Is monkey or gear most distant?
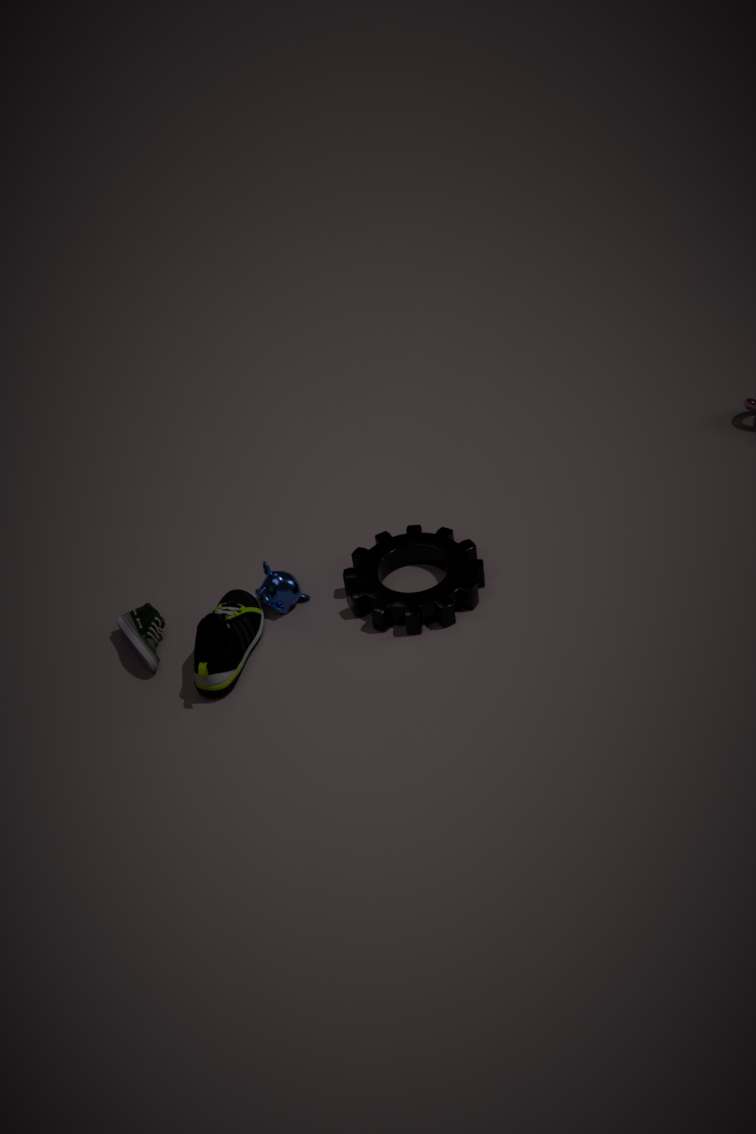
monkey
